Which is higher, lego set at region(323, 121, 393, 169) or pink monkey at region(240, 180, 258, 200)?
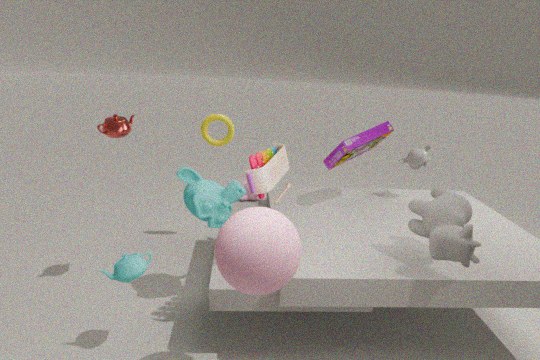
lego set at region(323, 121, 393, 169)
